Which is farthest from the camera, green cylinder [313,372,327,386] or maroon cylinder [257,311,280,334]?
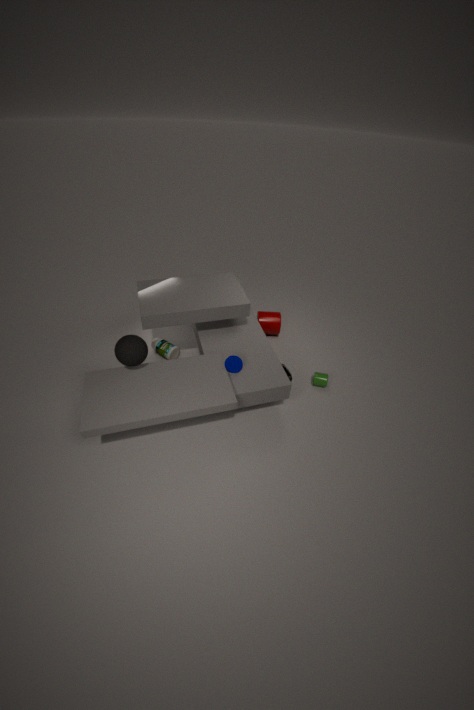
maroon cylinder [257,311,280,334]
